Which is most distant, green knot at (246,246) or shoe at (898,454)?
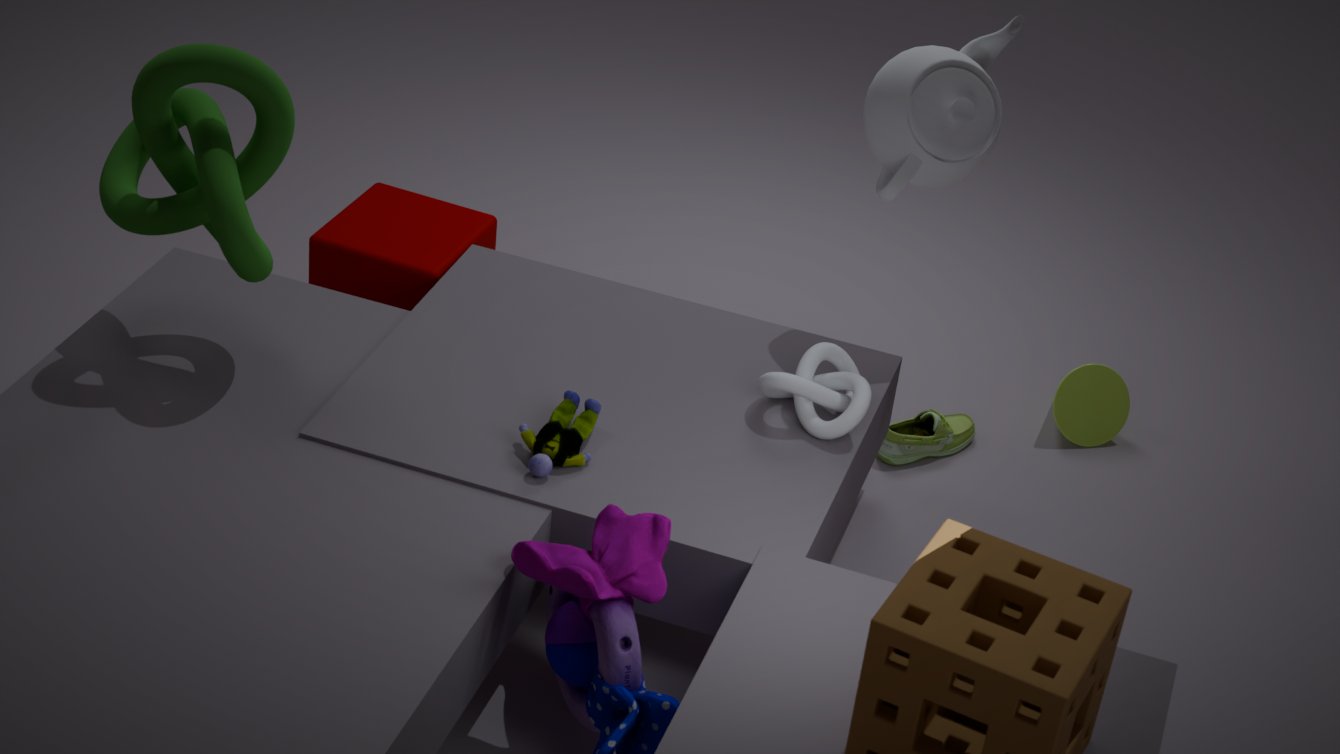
shoe at (898,454)
